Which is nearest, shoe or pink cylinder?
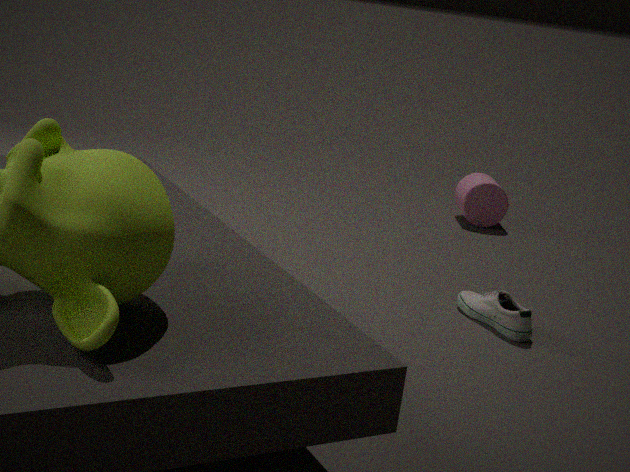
shoe
